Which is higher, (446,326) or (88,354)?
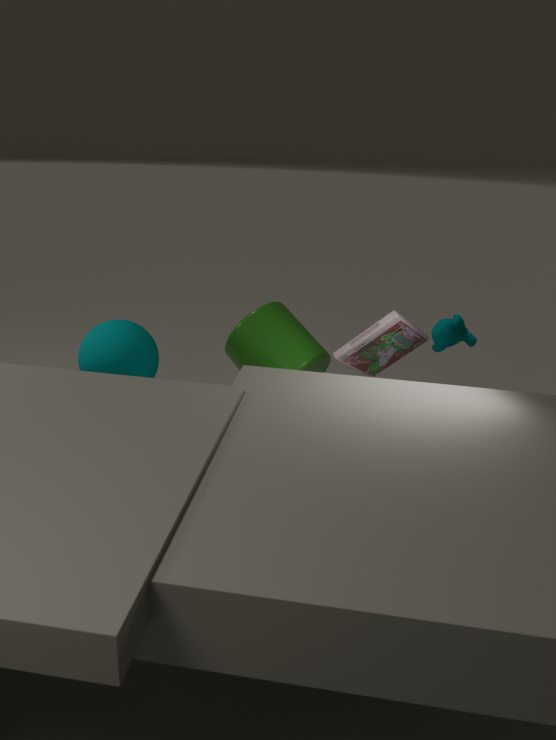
(446,326)
